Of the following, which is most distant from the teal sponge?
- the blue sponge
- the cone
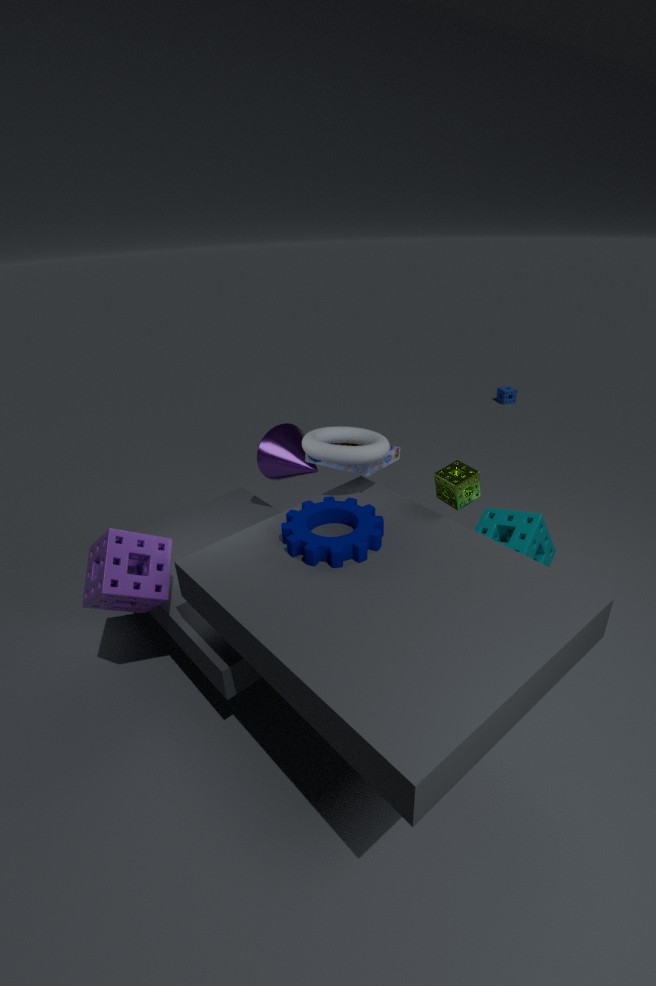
the blue sponge
